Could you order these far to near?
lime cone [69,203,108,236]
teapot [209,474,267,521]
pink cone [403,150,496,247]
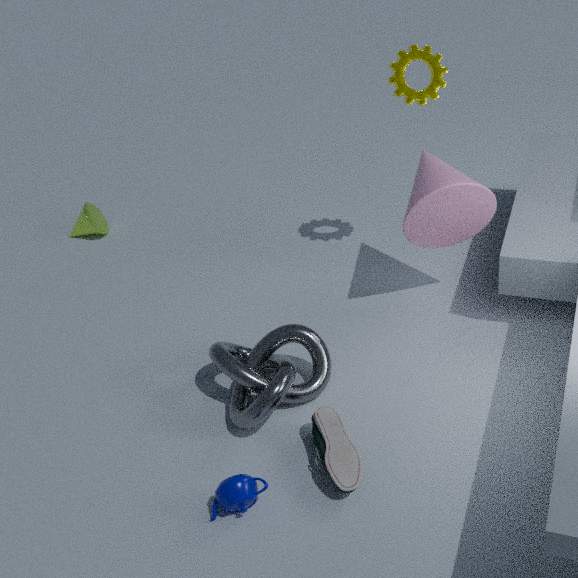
lime cone [69,203,108,236] < pink cone [403,150,496,247] < teapot [209,474,267,521]
